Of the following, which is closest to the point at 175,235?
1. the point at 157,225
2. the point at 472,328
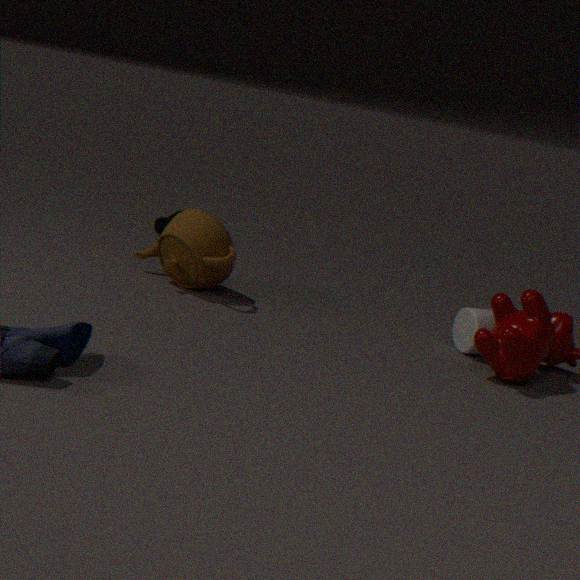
the point at 157,225
